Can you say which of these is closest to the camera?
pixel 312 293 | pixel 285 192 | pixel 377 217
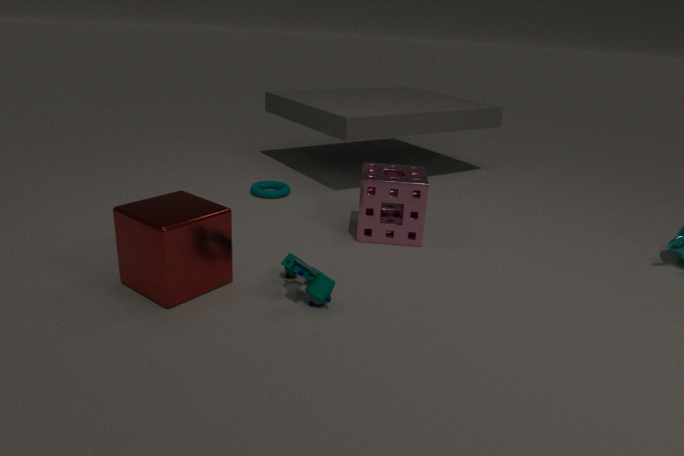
pixel 312 293
